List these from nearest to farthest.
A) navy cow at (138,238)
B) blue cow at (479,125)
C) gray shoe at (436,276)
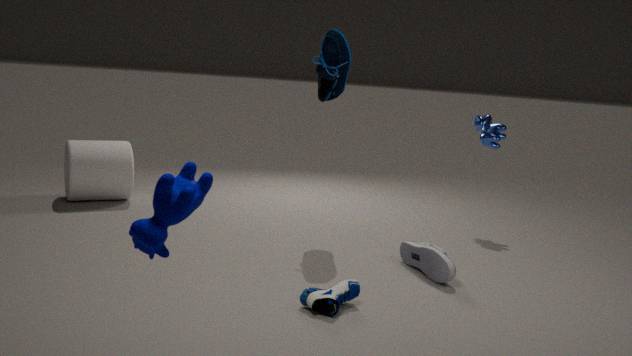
navy cow at (138,238) → gray shoe at (436,276) → blue cow at (479,125)
